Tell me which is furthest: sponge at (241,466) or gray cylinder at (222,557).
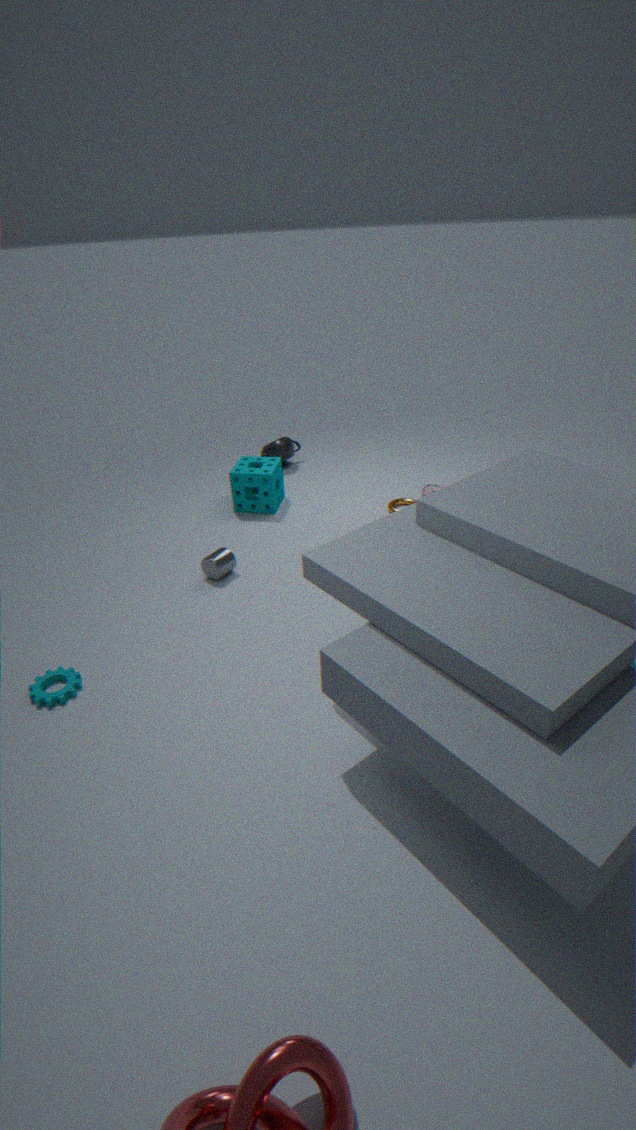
sponge at (241,466)
